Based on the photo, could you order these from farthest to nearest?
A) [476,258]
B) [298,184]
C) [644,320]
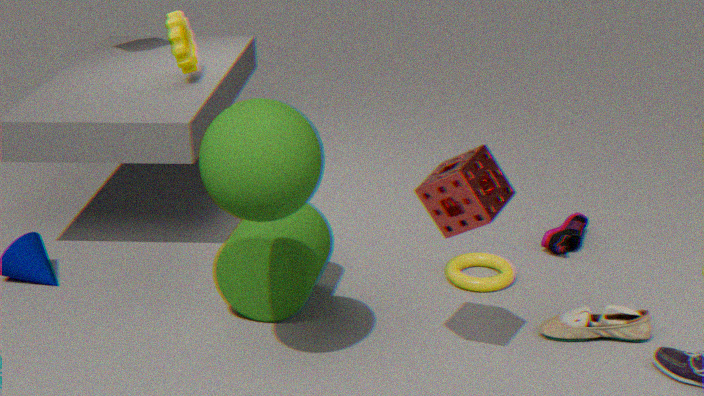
[476,258]
[644,320]
[298,184]
